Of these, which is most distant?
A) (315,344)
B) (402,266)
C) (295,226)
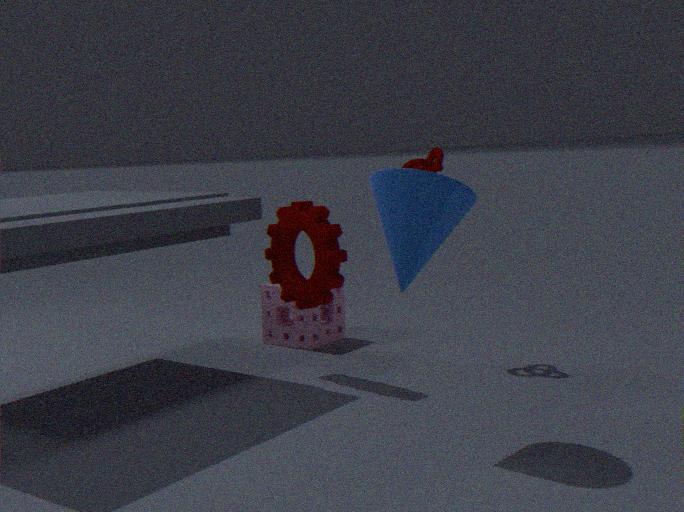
A. (315,344)
